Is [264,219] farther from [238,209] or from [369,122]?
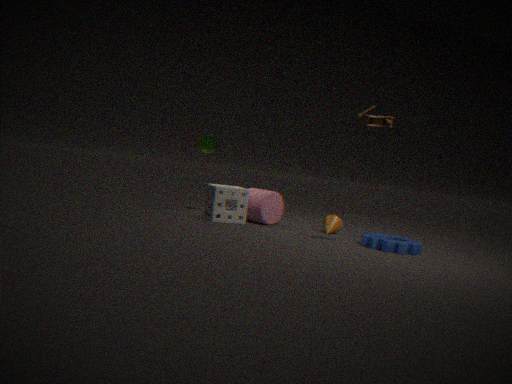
[369,122]
